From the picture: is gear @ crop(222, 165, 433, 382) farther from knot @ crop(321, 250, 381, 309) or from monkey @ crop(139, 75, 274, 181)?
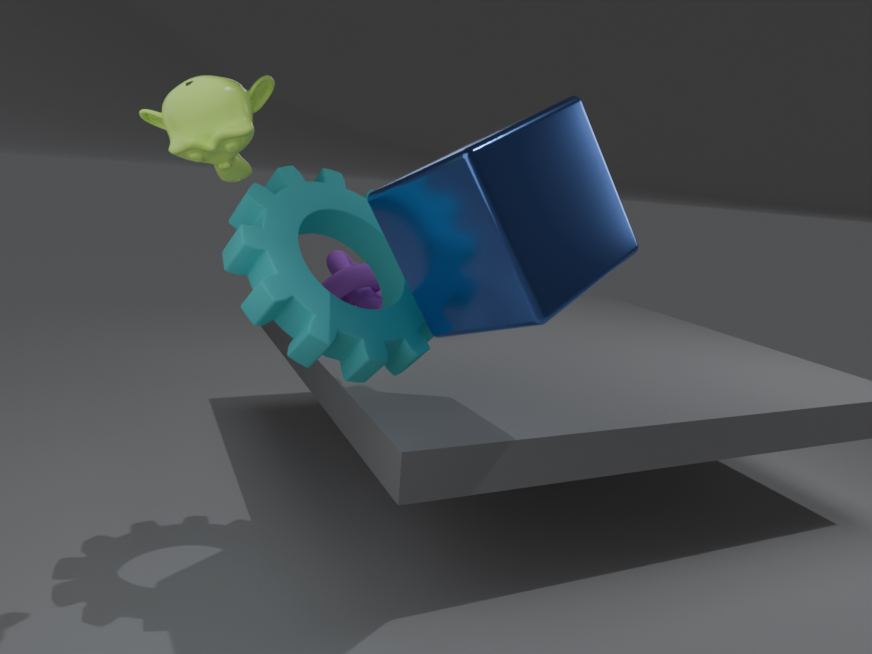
knot @ crop(321, 250, 381, 309)
